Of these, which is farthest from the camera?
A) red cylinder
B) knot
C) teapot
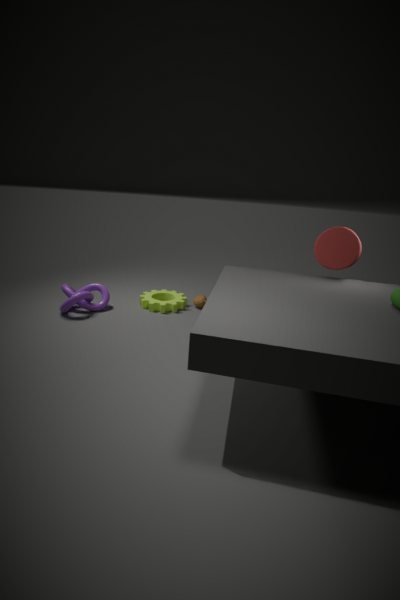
teapot
